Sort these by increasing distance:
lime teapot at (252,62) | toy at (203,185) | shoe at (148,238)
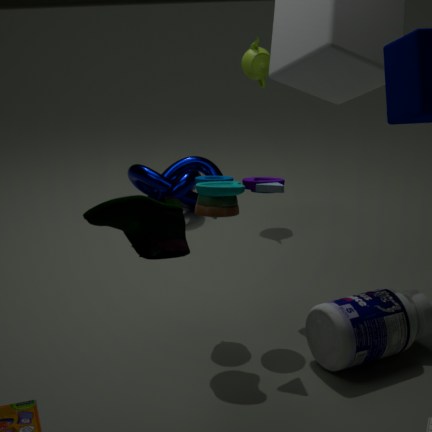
shoe at (148,238) → toy at (203,185) → lime teapot at (252,62)
